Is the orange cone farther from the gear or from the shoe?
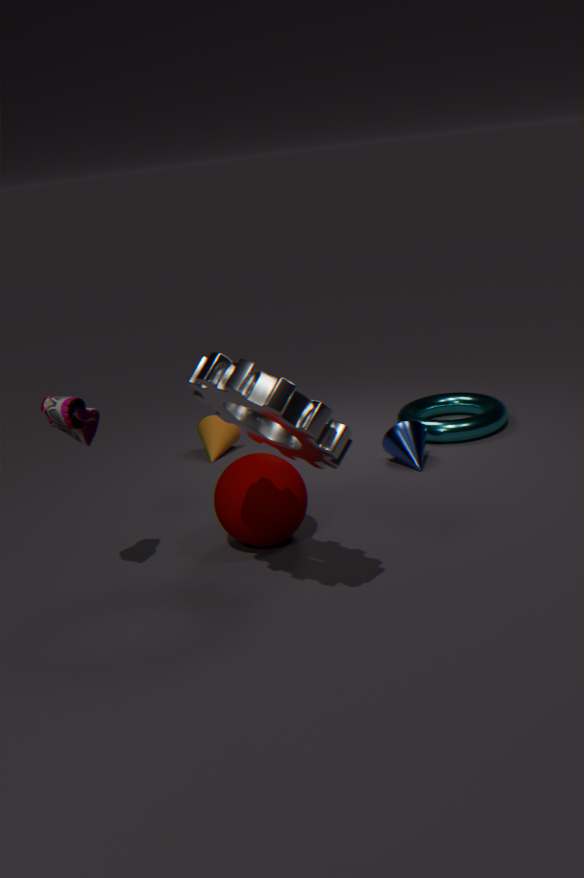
the gear
